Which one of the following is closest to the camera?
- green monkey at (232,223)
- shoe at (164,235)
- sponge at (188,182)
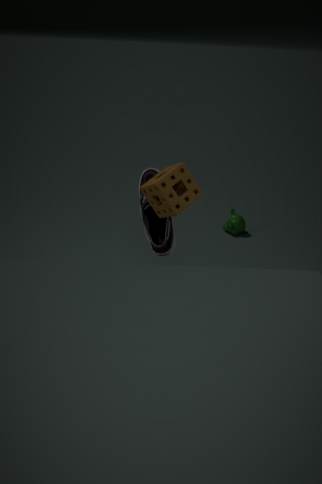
sponge at (188,182)
